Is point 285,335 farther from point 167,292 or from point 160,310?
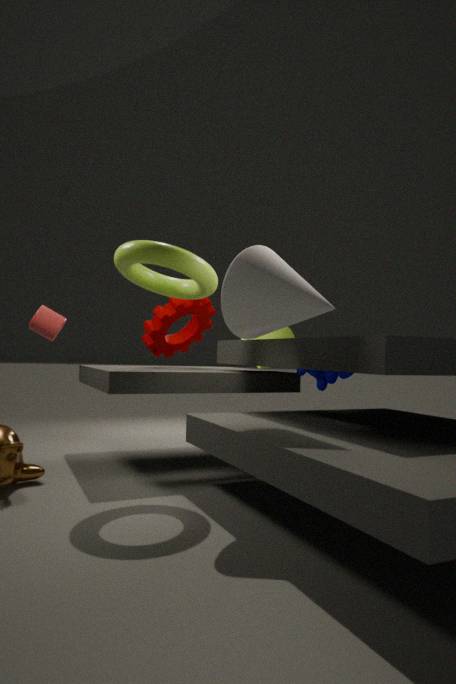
point 167,292
